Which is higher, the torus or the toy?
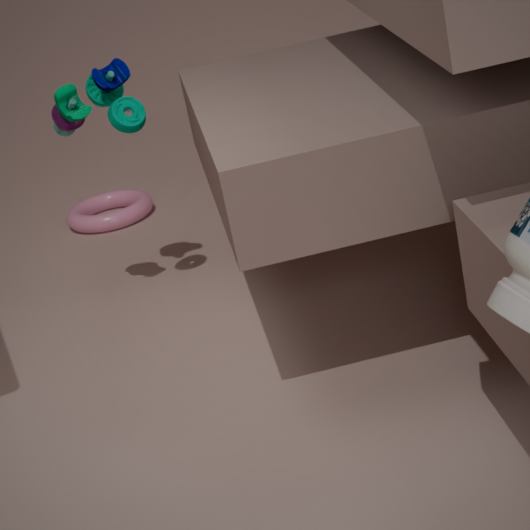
the toy
